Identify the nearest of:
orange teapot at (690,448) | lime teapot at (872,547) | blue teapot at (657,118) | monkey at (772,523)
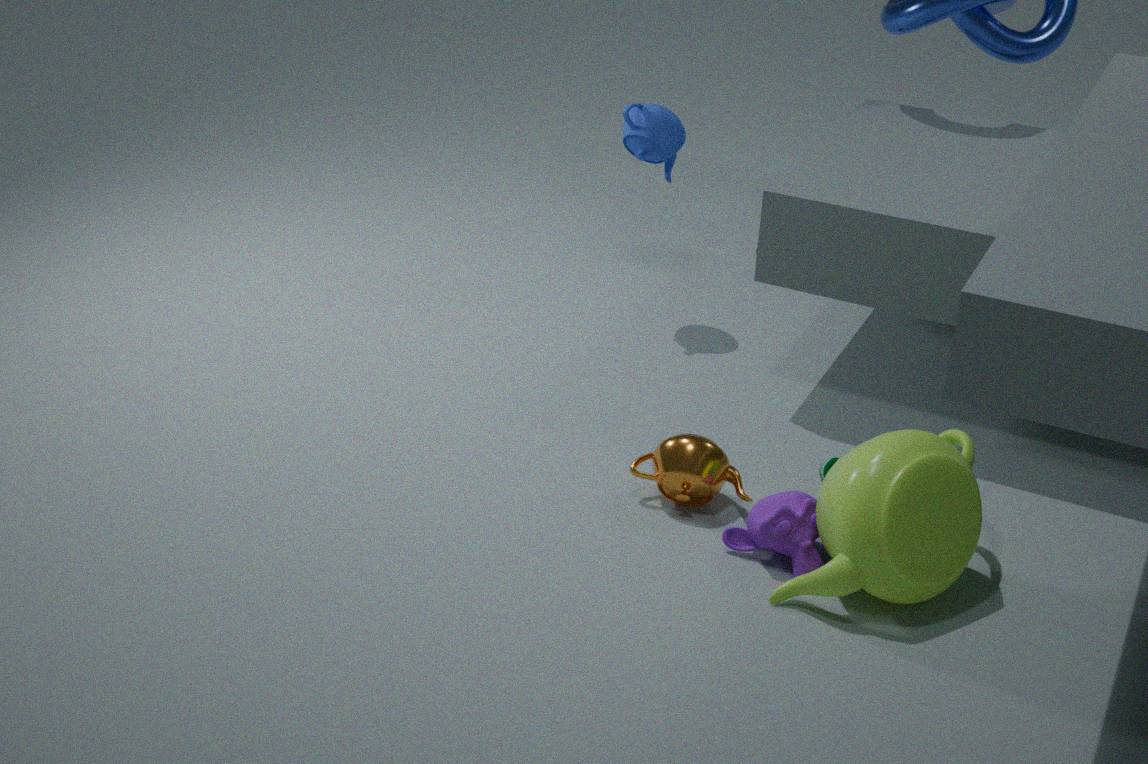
lime teapot at (872,547)
